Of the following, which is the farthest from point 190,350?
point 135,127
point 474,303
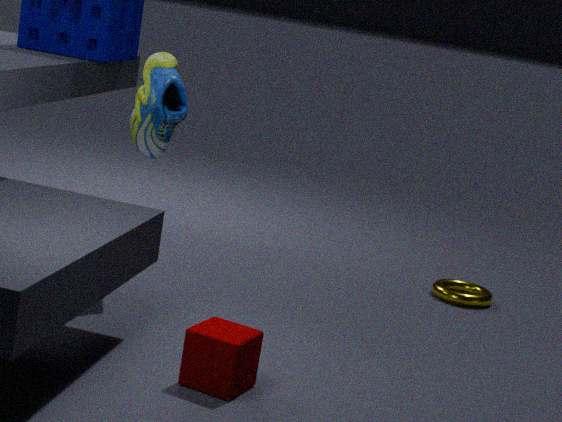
point 474,303
